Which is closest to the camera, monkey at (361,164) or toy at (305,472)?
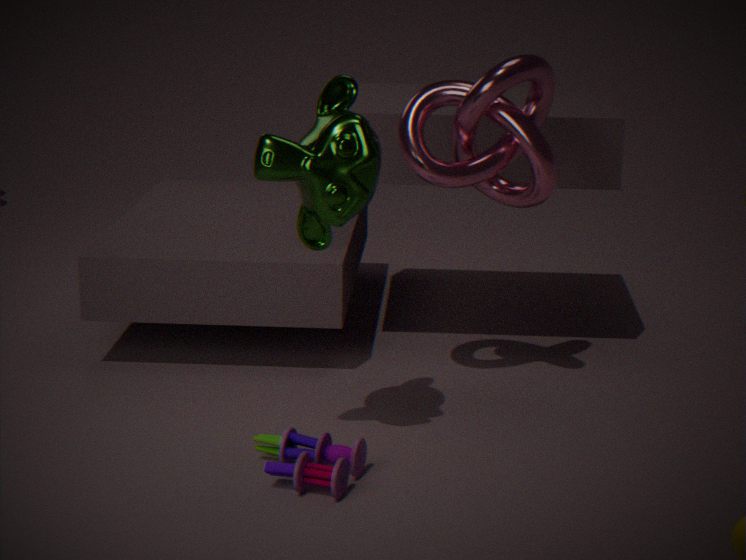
monkey at (361,164)
